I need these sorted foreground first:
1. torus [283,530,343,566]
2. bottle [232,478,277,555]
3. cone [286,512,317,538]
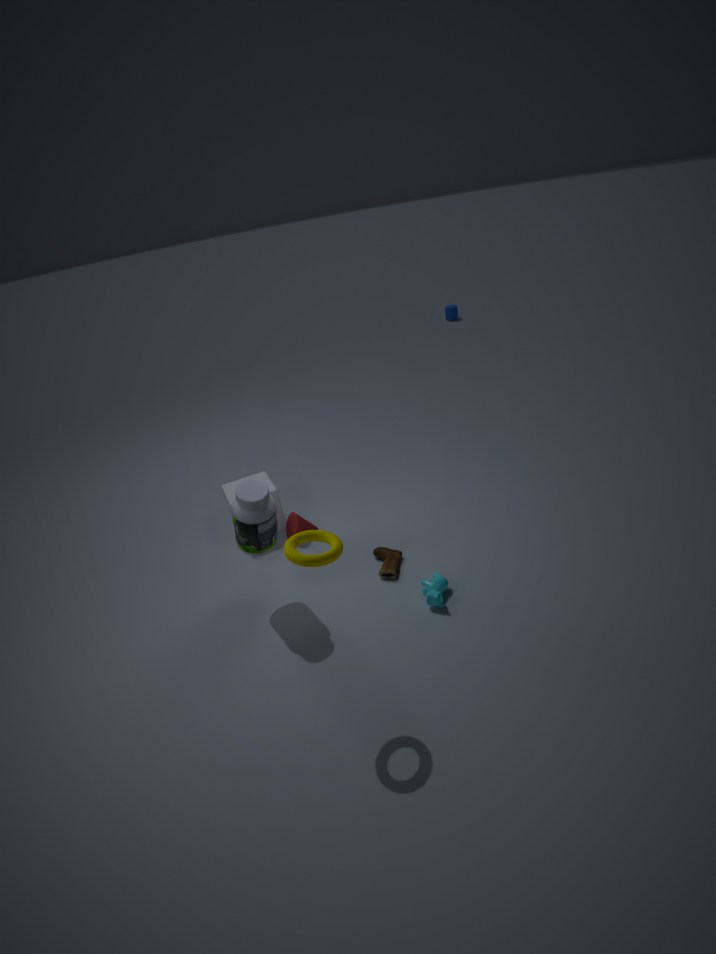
torus [283,530,343,566]
bottle [232,478,277,555]
cone [286,512,317,538]
